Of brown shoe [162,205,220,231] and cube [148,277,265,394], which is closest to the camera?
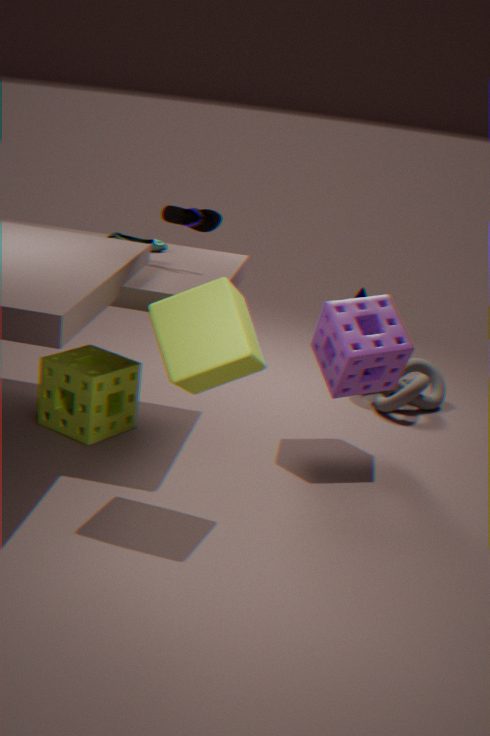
cube [148,277,265,394]
